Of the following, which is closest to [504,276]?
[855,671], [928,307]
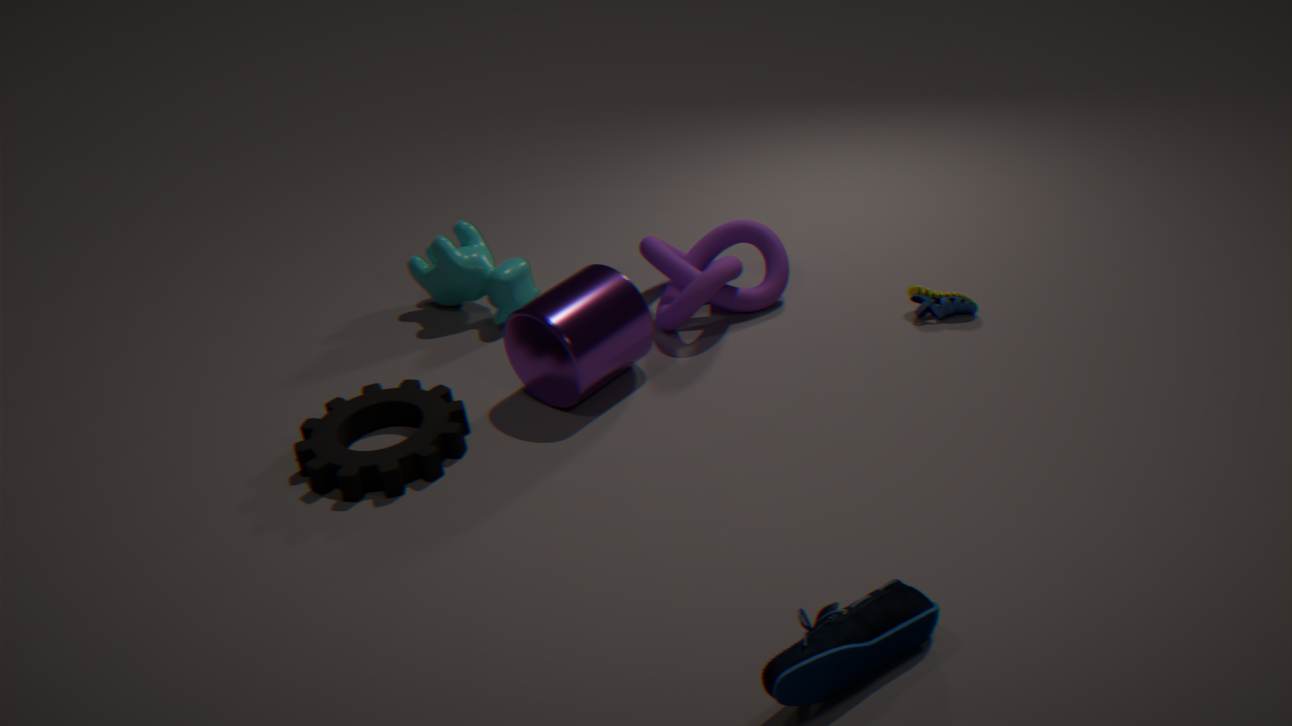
[928,307]
